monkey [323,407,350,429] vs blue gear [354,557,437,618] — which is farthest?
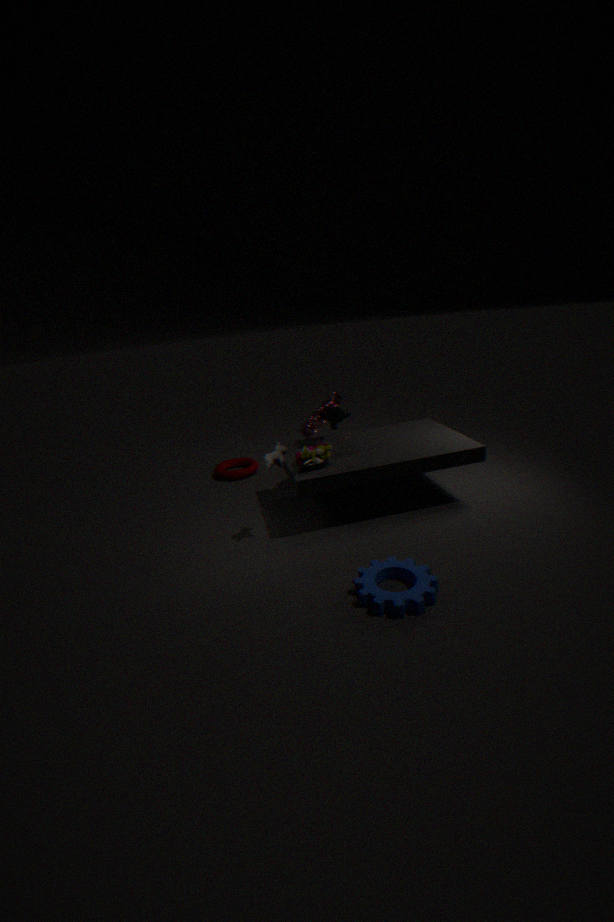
monkey [323,407,350,429]
